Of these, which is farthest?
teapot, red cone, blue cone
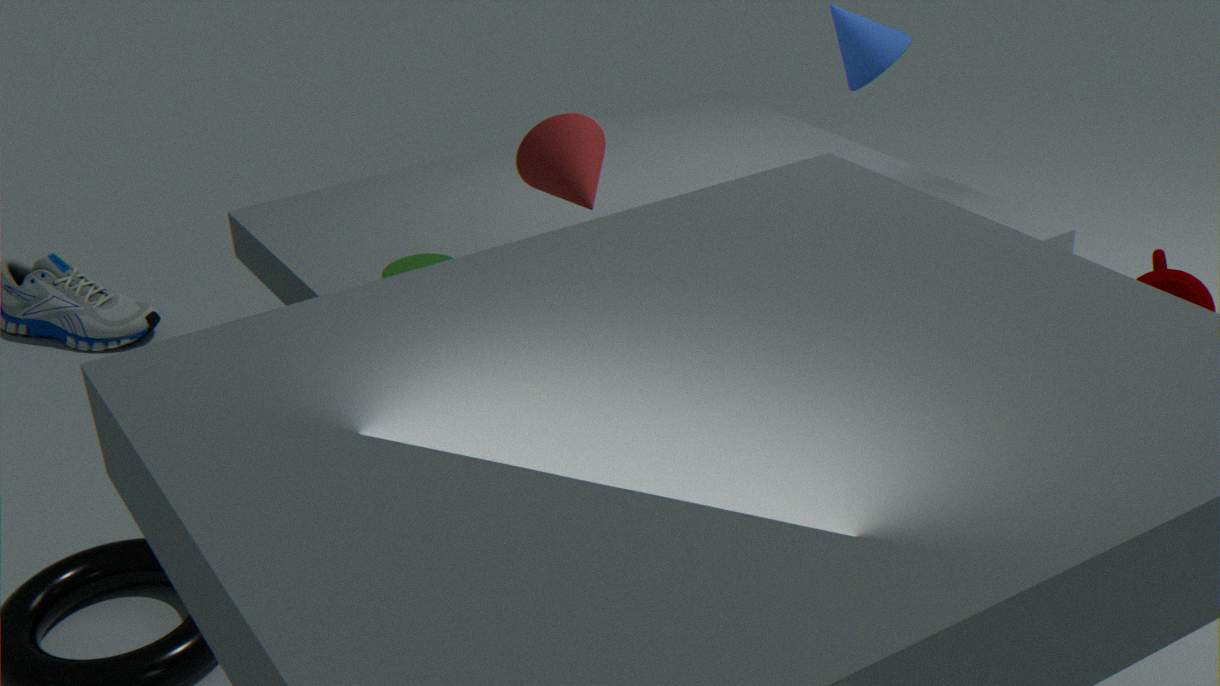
blue cone
